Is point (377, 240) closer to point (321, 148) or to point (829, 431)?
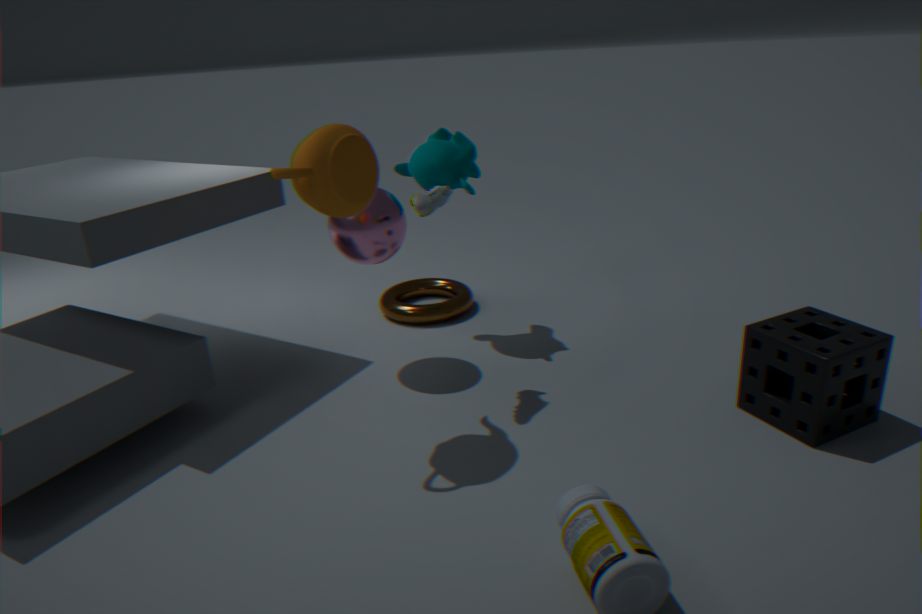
point (321, 148)
